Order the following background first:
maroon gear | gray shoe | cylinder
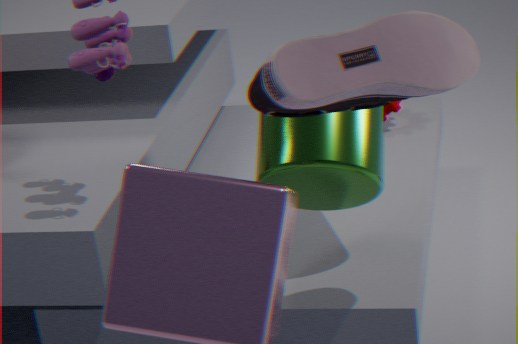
1. maroon gear
2. cylinder
3. gray shoe
